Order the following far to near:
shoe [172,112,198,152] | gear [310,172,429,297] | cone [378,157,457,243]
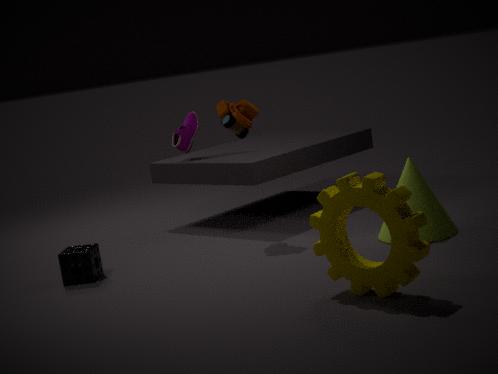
shoe [172,112,198,152] < cone [378,157,457,243] < gear [310,172,429,297]
